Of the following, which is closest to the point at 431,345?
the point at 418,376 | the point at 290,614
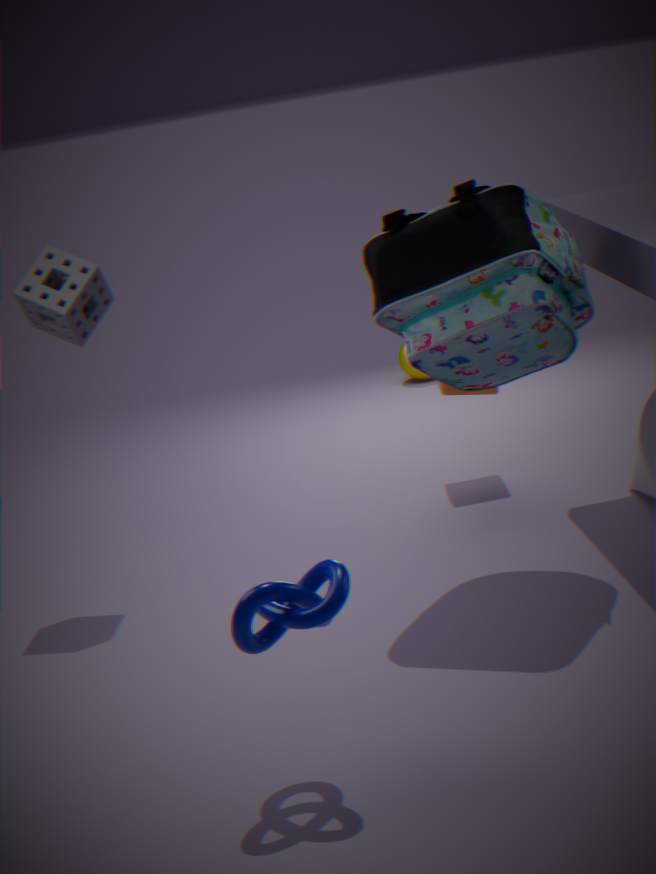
the point at 290,614
